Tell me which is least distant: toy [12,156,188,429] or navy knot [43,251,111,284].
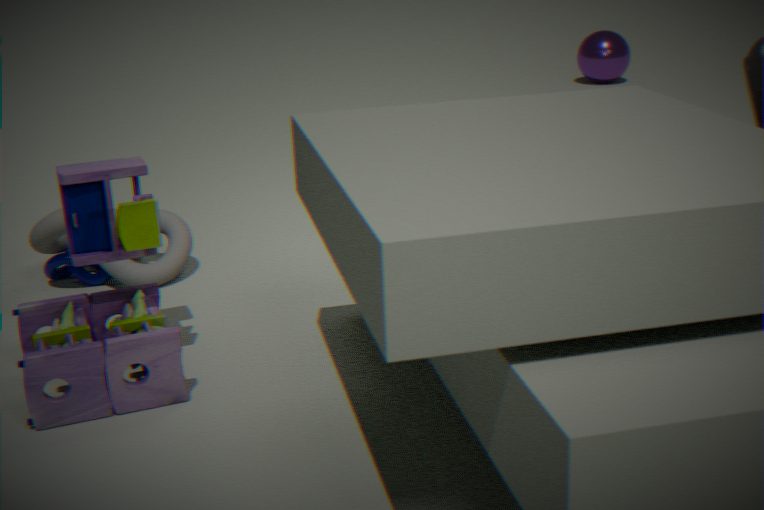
toy [12,156,188,429]
